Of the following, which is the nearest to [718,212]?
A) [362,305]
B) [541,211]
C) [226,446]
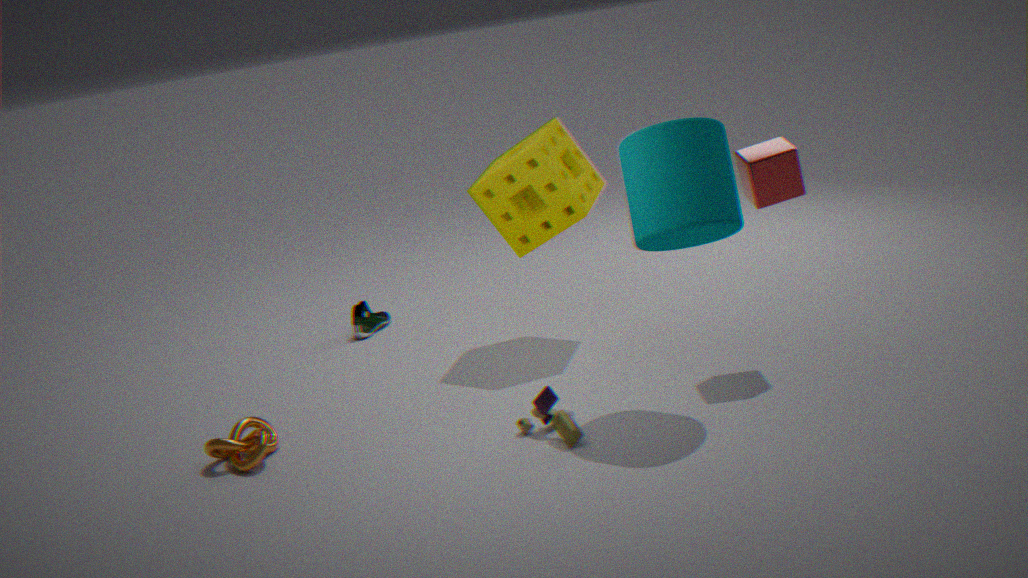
[541,211]
